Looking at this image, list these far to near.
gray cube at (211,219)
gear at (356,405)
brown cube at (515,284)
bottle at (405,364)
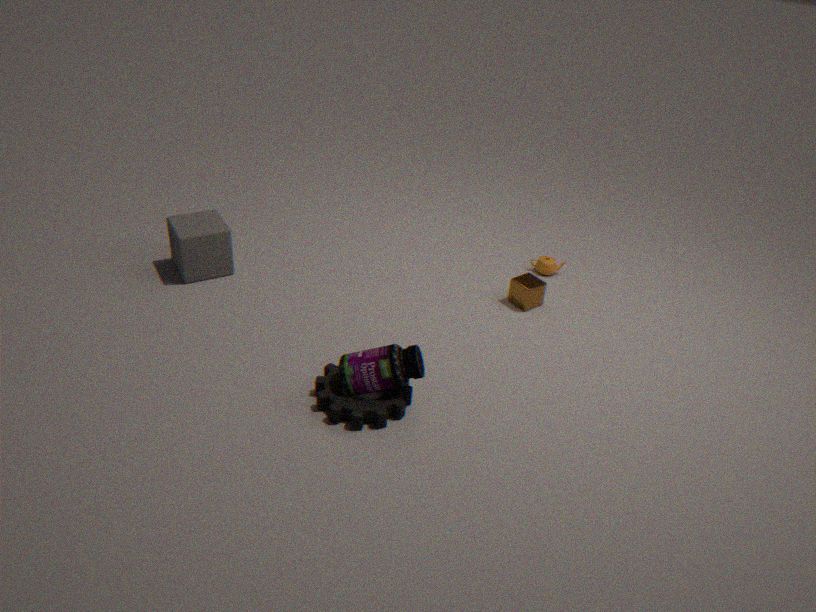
brown cube at (515,284) < gray cube at (211,219) < bottle at (405,364) < gear at (356,405)
